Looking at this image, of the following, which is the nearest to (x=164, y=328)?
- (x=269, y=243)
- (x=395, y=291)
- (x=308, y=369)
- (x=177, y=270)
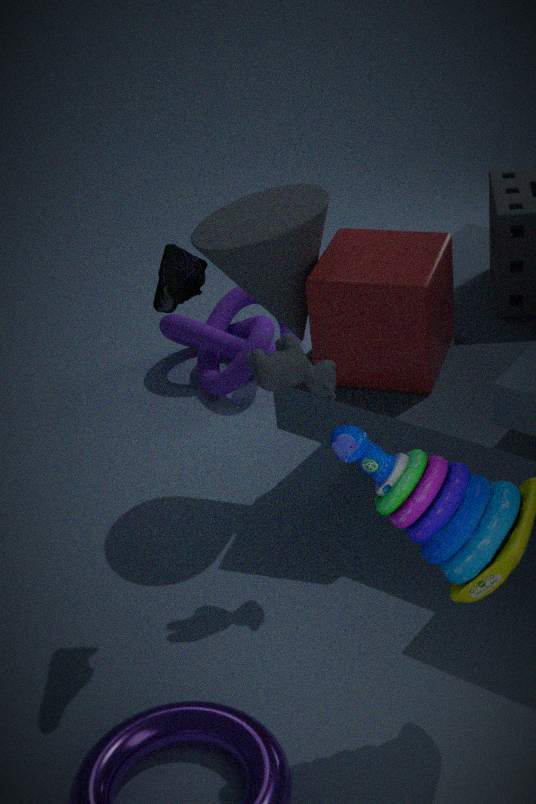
(x=269, y=243)
